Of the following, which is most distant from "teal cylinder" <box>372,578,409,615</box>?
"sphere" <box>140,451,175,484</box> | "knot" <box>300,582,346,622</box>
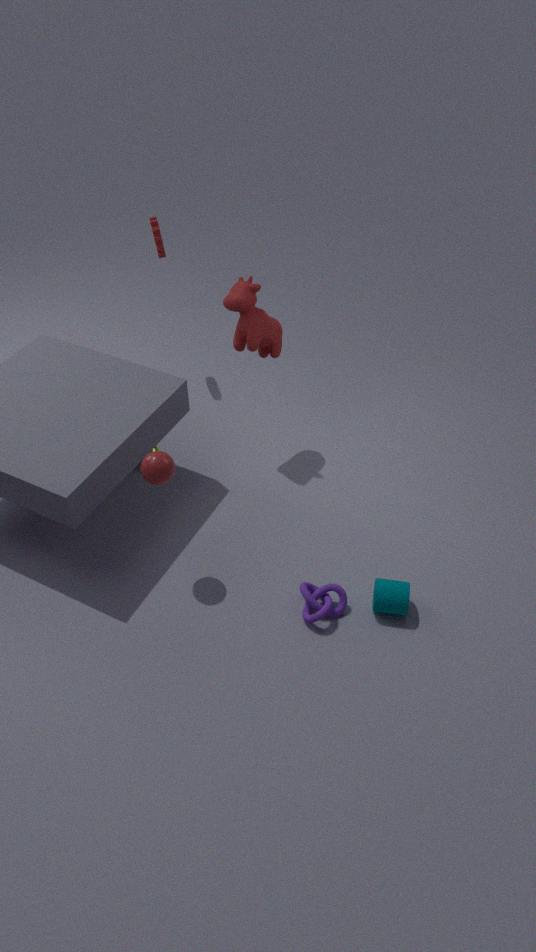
"sphere" <box>140,451,175,484</box>
